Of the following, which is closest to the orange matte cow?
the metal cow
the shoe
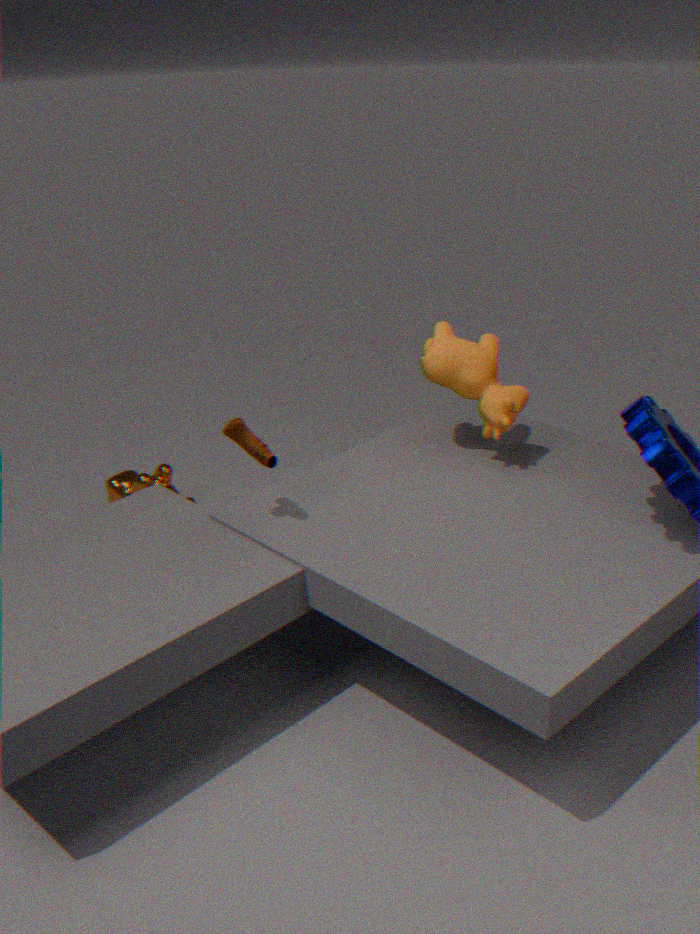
the shoe
